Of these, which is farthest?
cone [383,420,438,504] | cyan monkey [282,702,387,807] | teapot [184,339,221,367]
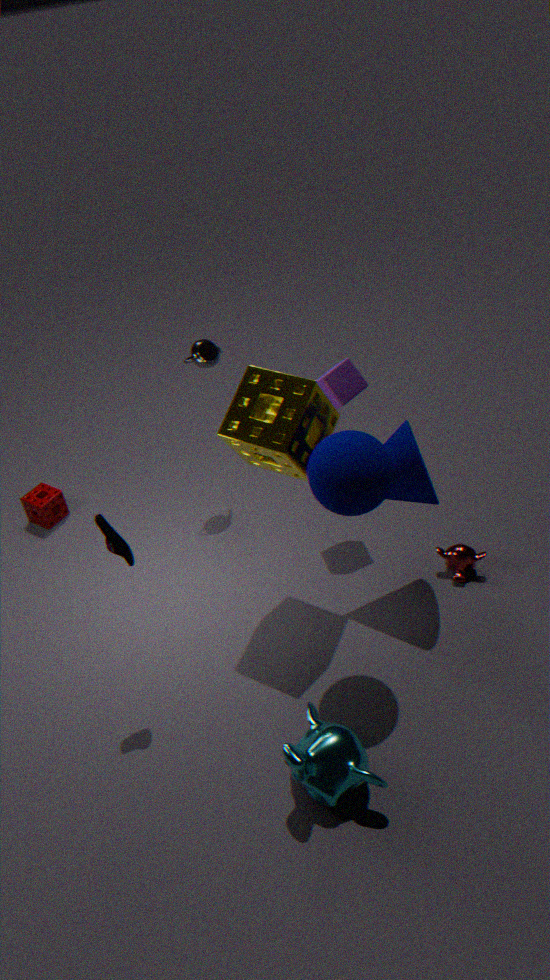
teapot [184,339,221,367]
